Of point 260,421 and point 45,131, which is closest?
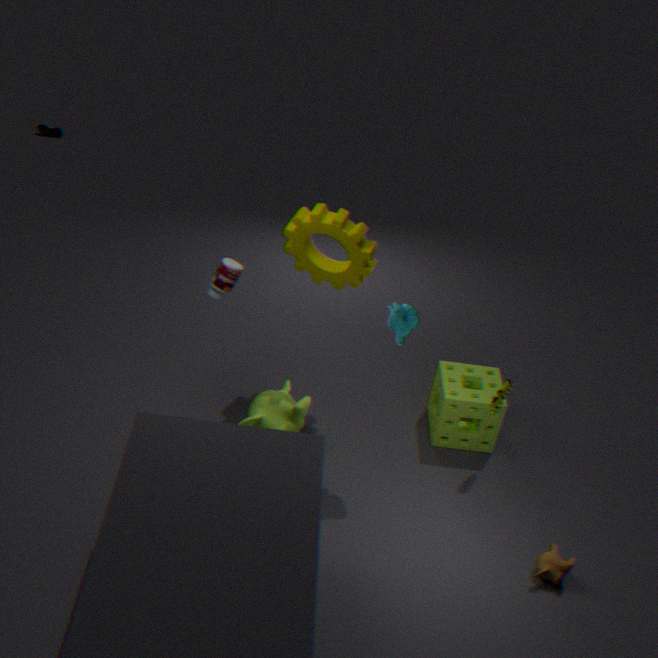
point 260,421
